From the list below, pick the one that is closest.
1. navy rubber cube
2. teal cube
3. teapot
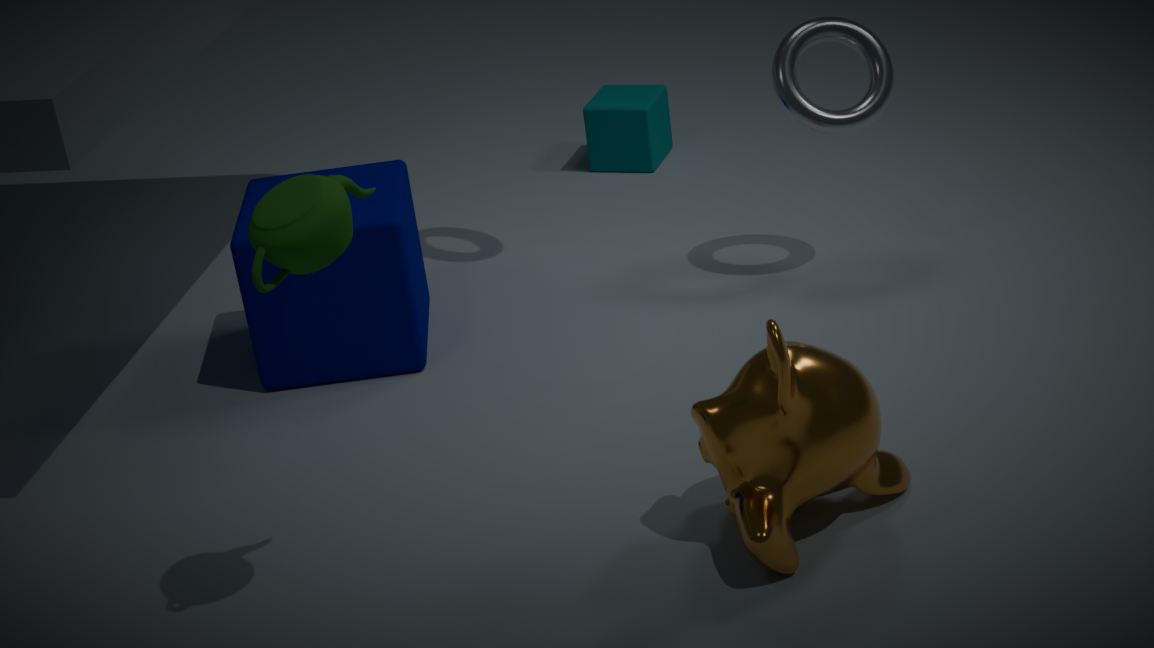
teapot
